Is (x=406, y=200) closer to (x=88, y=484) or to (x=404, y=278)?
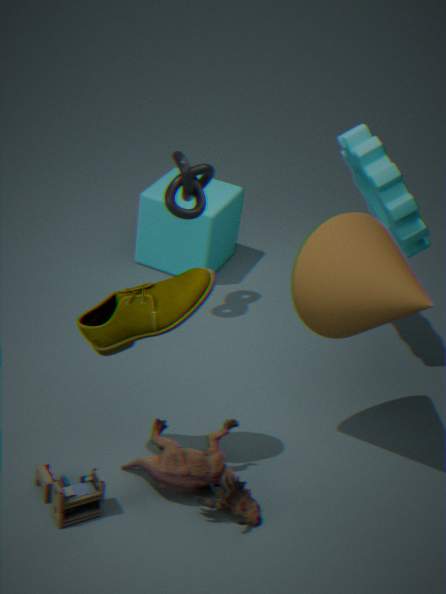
(x=404, y=278)
